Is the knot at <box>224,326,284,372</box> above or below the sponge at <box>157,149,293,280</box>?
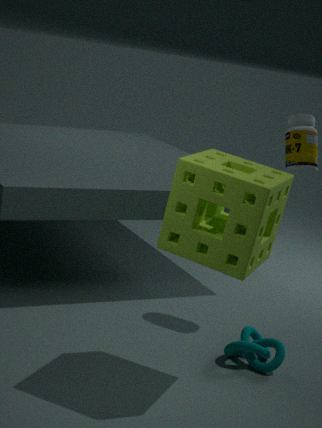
below
